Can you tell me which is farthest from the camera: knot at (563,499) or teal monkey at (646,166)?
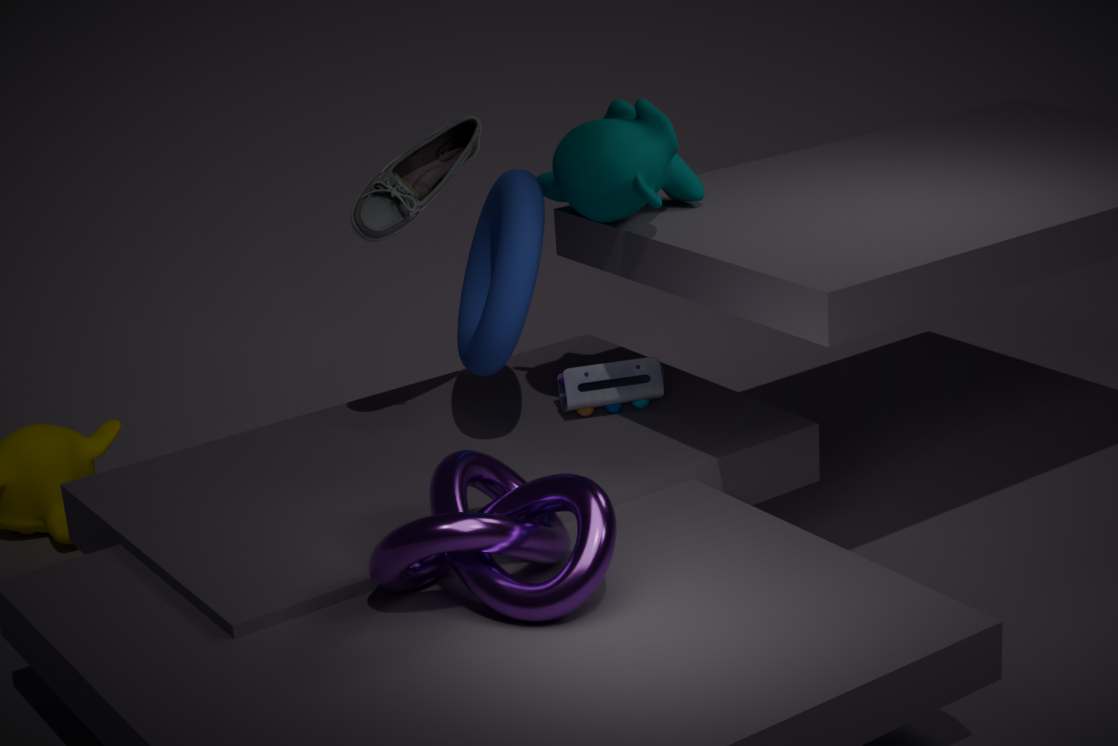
teal monkey at (646,166)
